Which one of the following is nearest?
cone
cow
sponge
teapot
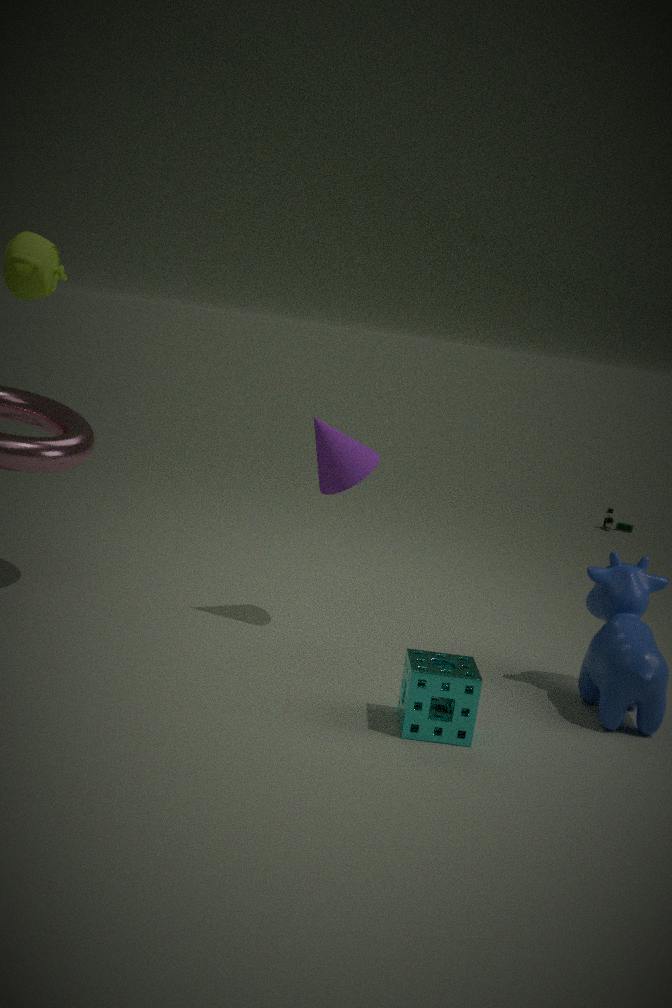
teapot
